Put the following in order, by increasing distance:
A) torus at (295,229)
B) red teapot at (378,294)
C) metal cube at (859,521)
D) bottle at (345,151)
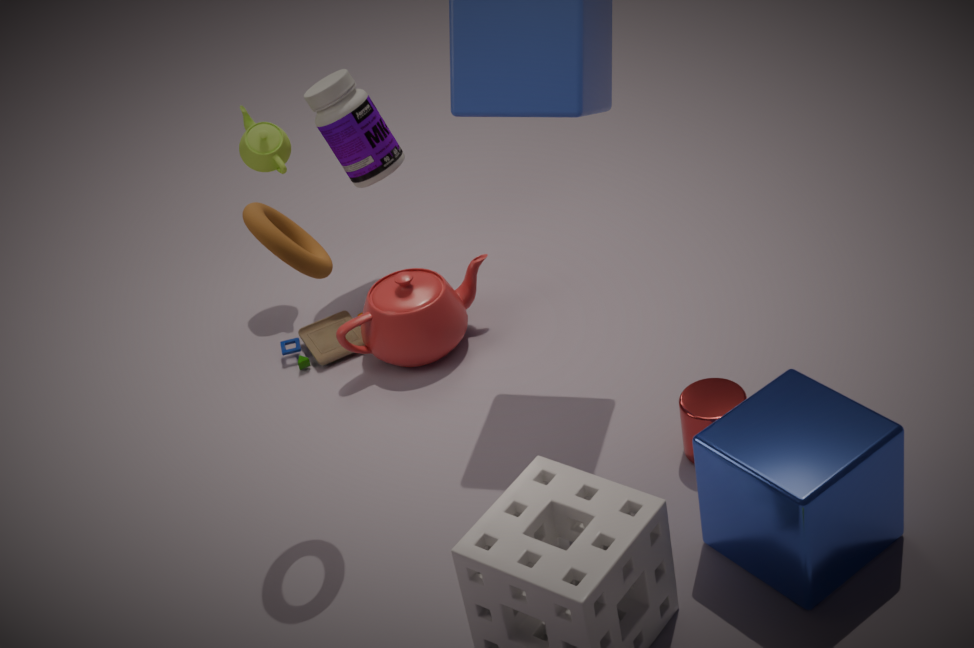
metal cube at (859,521)
torus at (295,229)
red teapot at (378,294)
bottle at (345,151)
